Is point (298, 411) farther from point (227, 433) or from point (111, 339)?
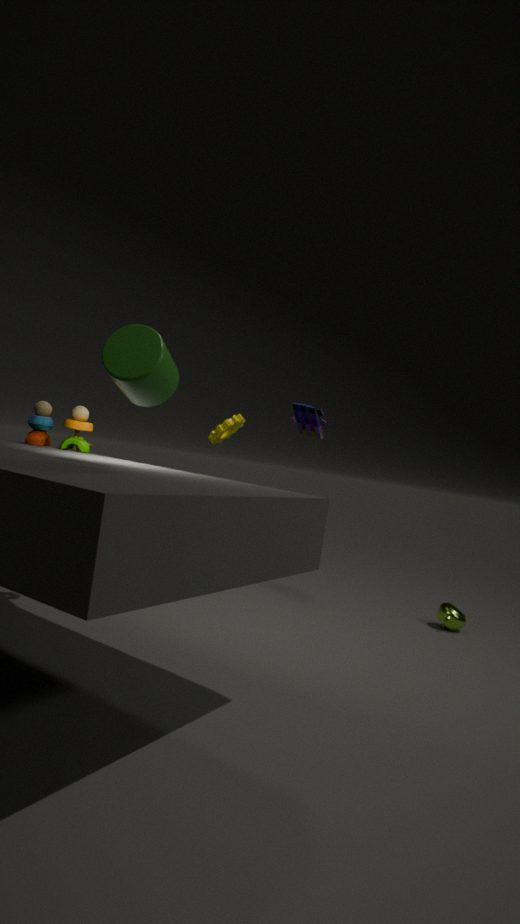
point (111, 339)
